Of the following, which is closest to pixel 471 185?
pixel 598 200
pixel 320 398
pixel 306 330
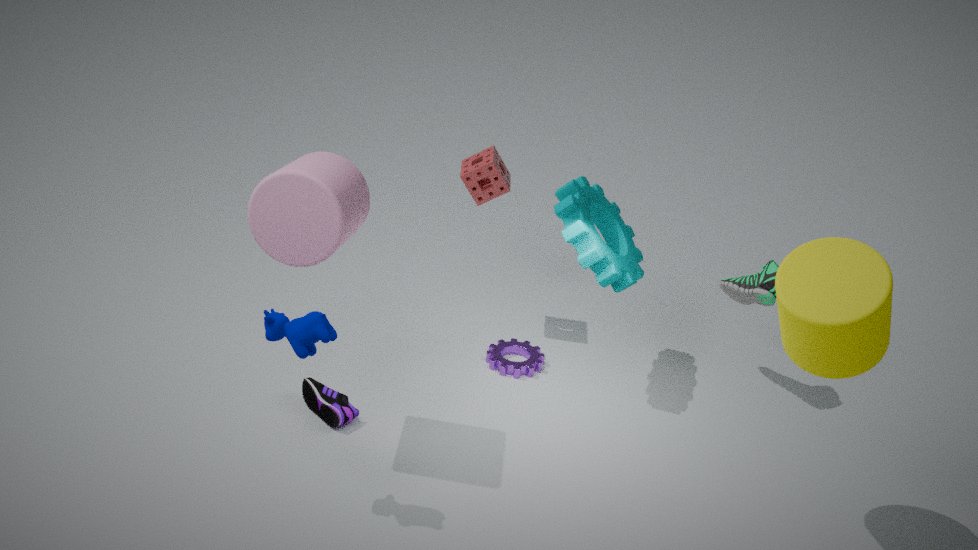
pixel 598 200
